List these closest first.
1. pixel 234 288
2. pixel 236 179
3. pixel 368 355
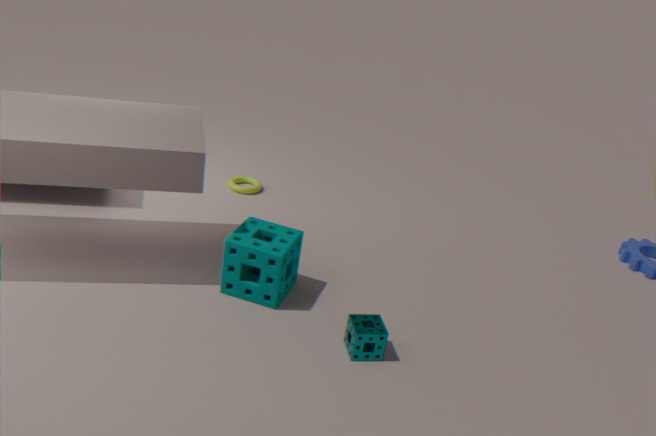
pixel 368 355
pixel 234 288
pixel 236 179
